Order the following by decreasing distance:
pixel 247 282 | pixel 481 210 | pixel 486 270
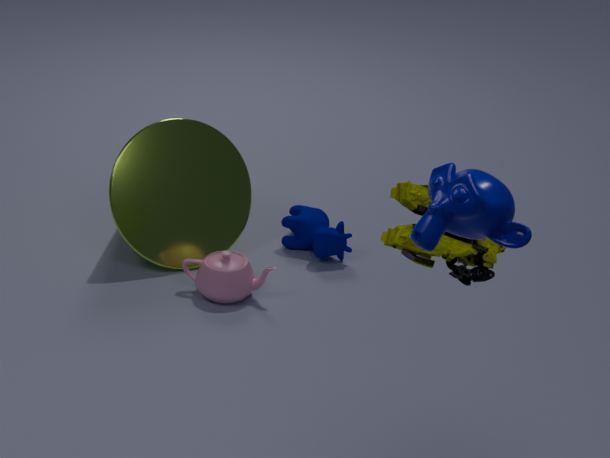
pixel 247 282, pixel 486 270, pixel 481 210
